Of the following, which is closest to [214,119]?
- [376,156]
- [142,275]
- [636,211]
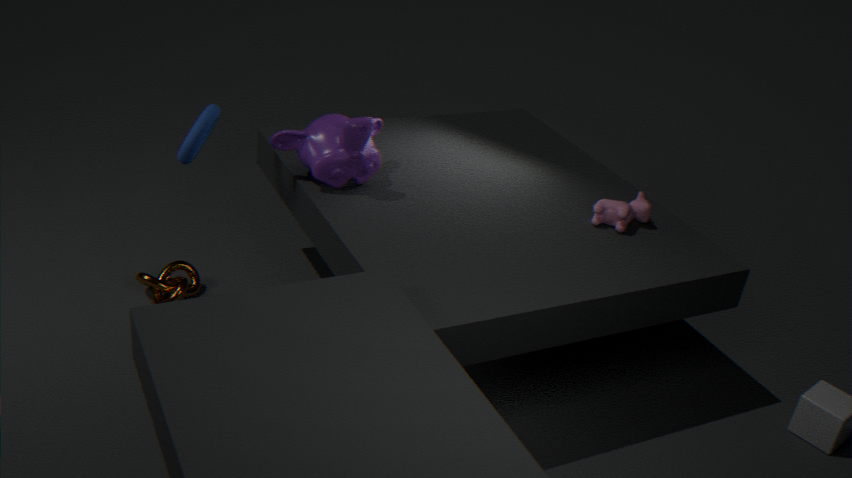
[376,156]
